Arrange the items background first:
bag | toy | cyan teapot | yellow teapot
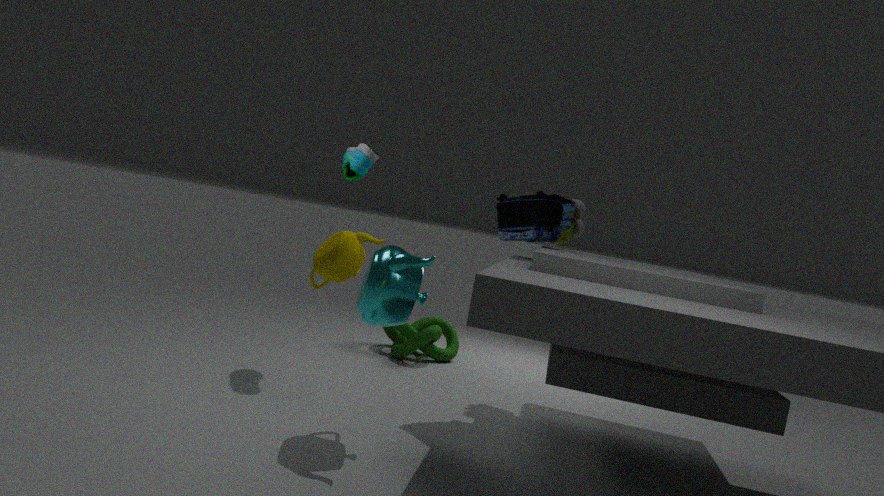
1. toy
2. bag
3. cyan teapot
4. yellow teapot
